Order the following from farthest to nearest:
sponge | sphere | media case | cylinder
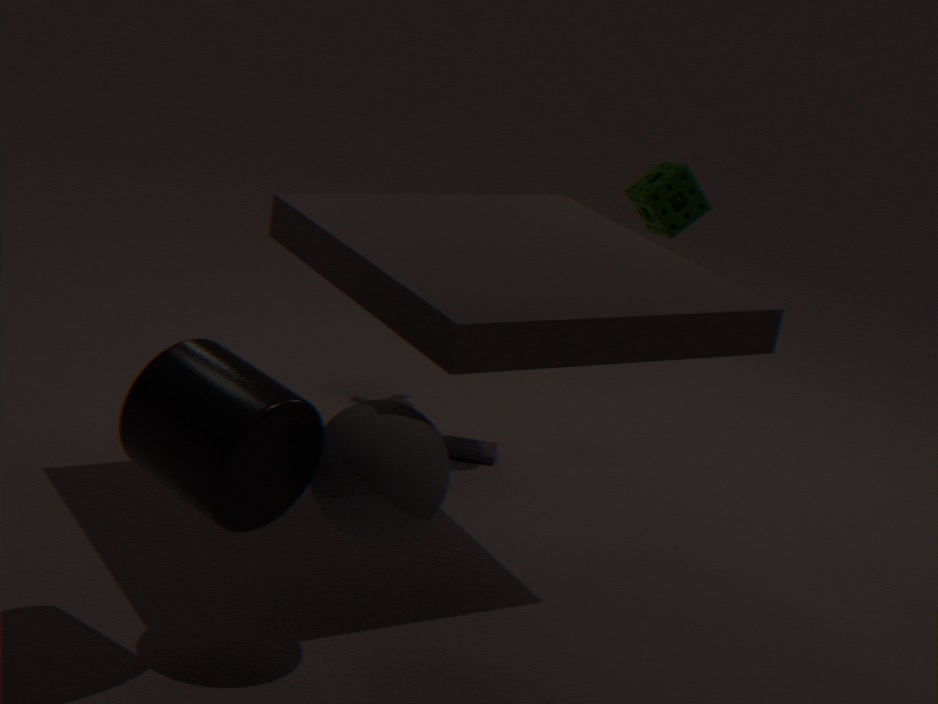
media case < sponge < sphere < cylinder
